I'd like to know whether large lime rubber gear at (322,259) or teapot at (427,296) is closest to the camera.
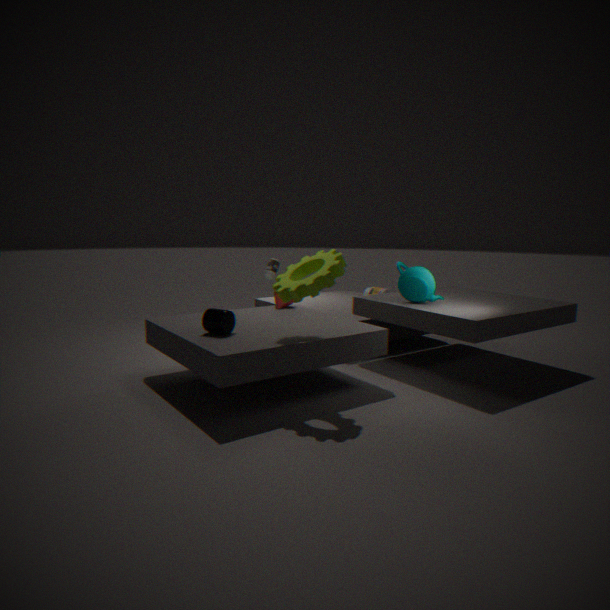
large lime rubber gear at (322,259)
